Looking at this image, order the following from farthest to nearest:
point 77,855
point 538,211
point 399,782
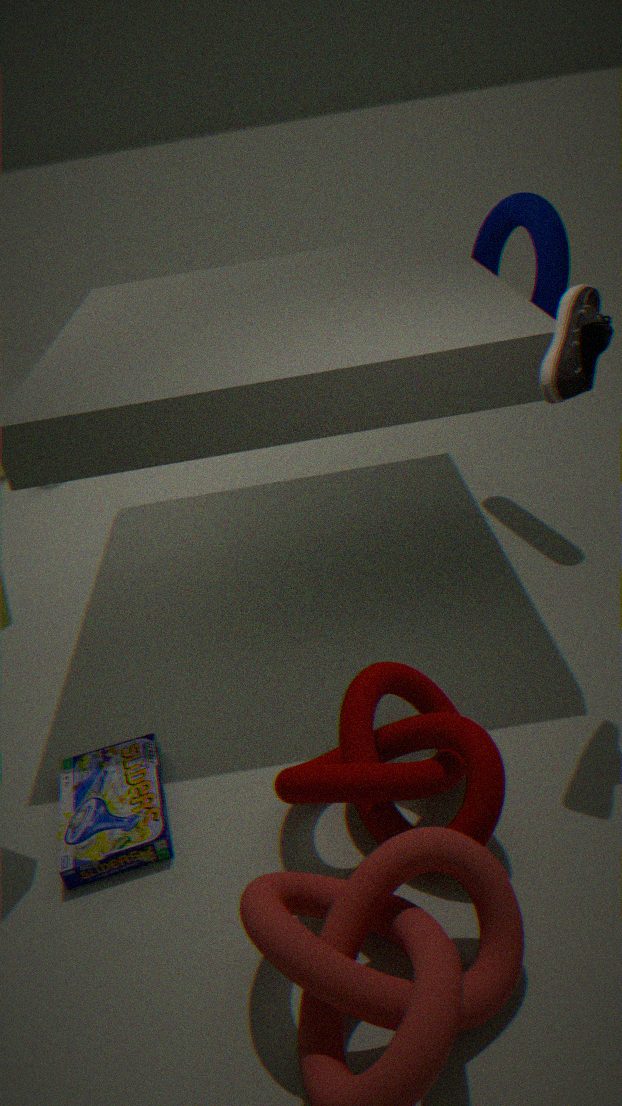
point 538,211 < point 77,855 < point 399,782
